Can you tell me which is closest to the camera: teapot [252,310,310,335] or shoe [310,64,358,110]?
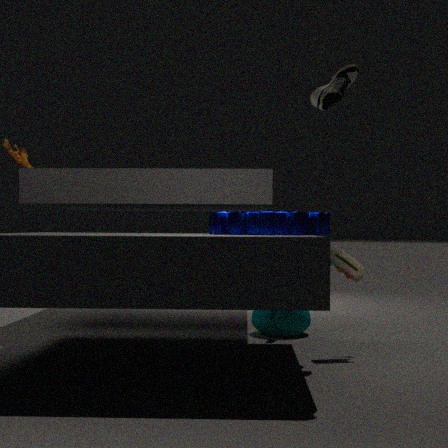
shoe [310,64,358,110]
